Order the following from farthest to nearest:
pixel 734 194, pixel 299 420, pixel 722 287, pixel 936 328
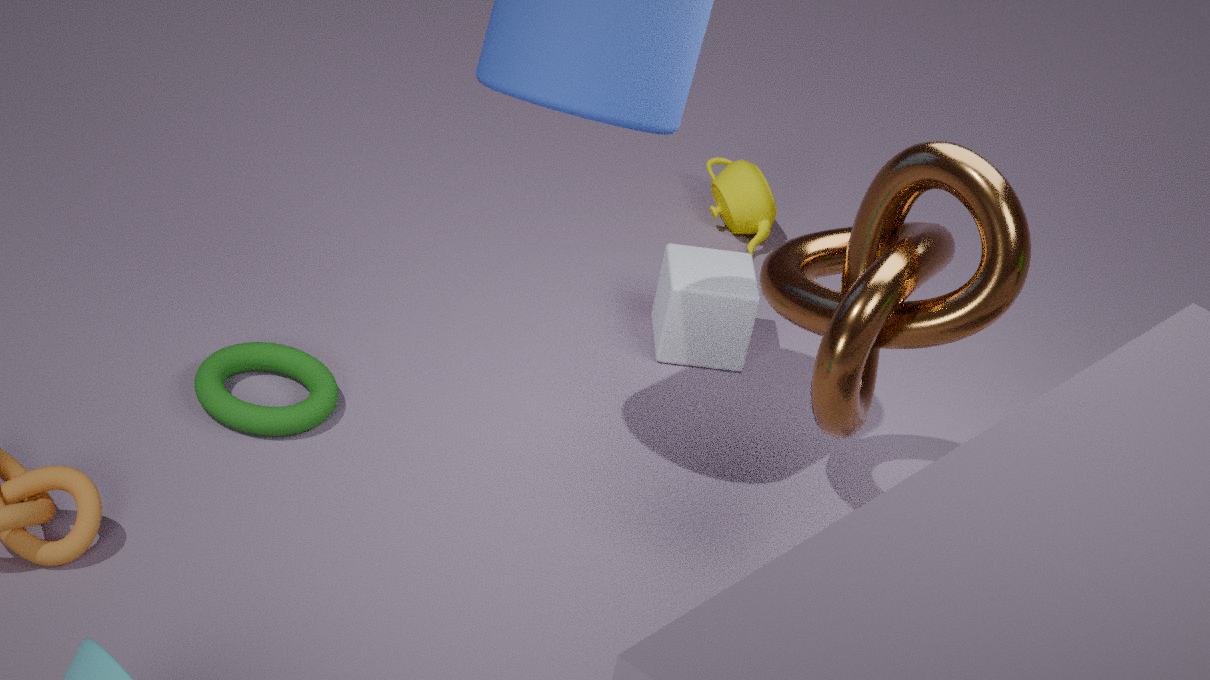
pixel 734 194
pixel 722 287
pixel 299 420
pixel 936 328
